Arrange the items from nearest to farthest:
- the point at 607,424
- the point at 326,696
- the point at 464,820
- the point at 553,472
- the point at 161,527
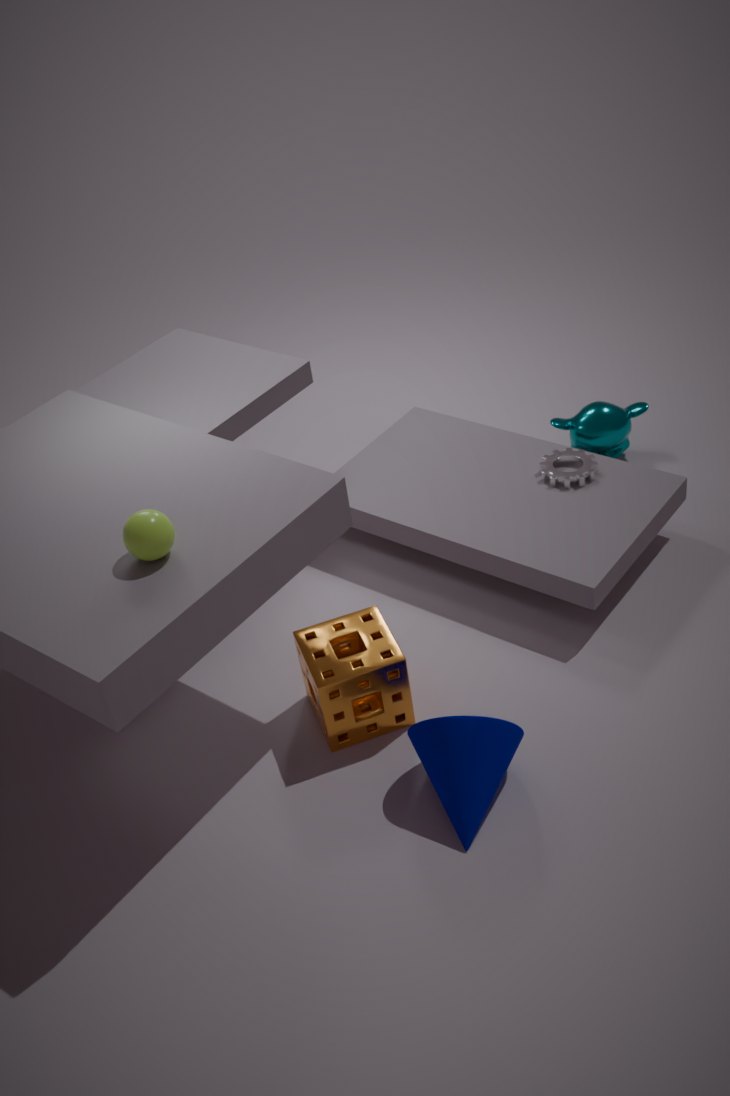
the point at 161,527, the point at 464,820, the point at 326,696, the point at 553,472, the point at 607,424
